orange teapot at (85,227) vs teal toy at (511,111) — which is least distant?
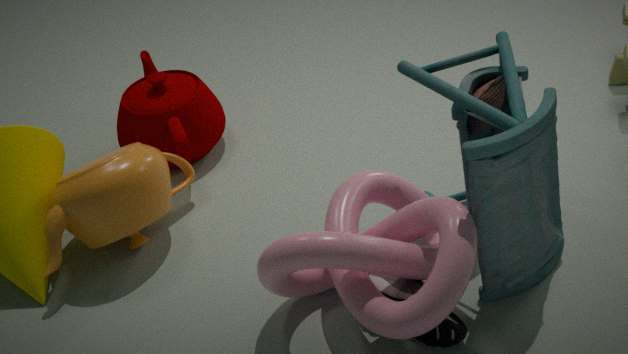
teal toy at (511,111)
